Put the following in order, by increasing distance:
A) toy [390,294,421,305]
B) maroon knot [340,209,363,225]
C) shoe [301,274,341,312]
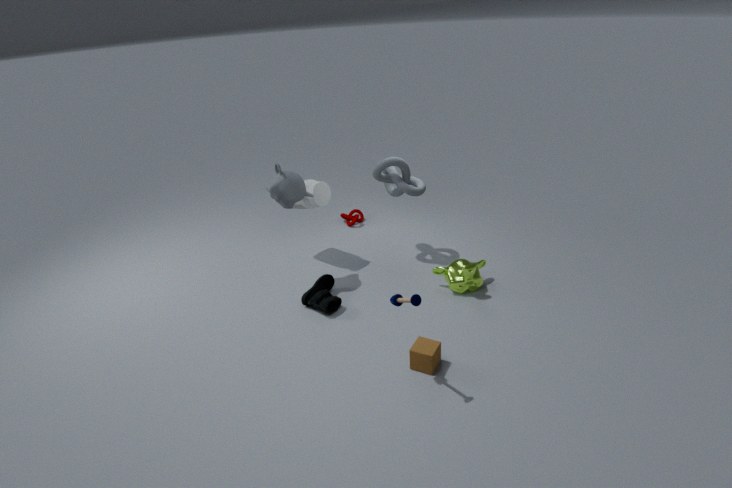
toy [390,294,421,305] → shoe [301,274,341,312] → maroon knot [340,209,363,225]
